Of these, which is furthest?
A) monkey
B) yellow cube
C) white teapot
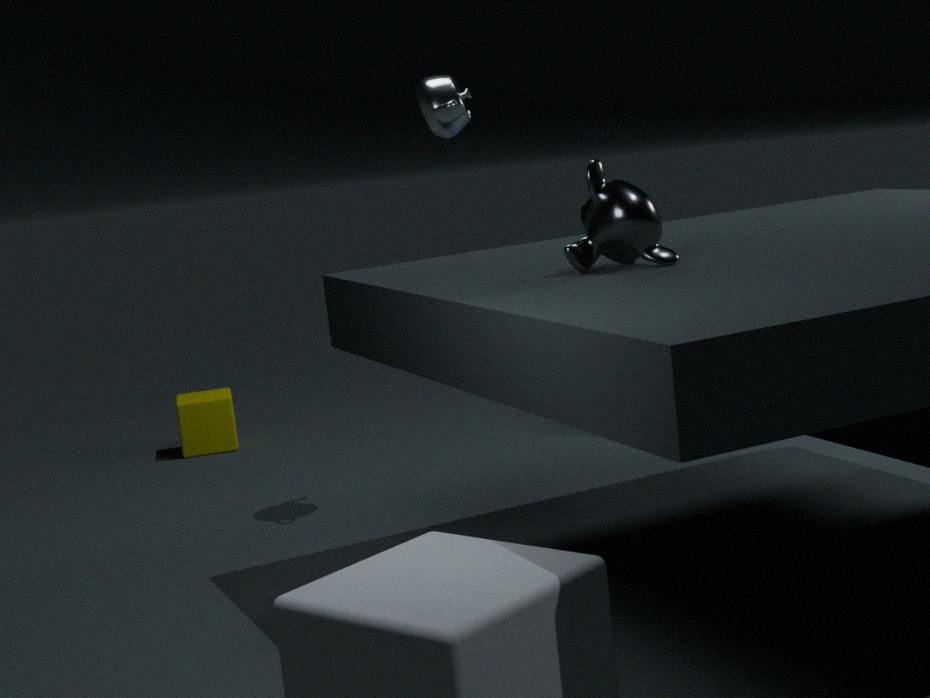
yellow cube
